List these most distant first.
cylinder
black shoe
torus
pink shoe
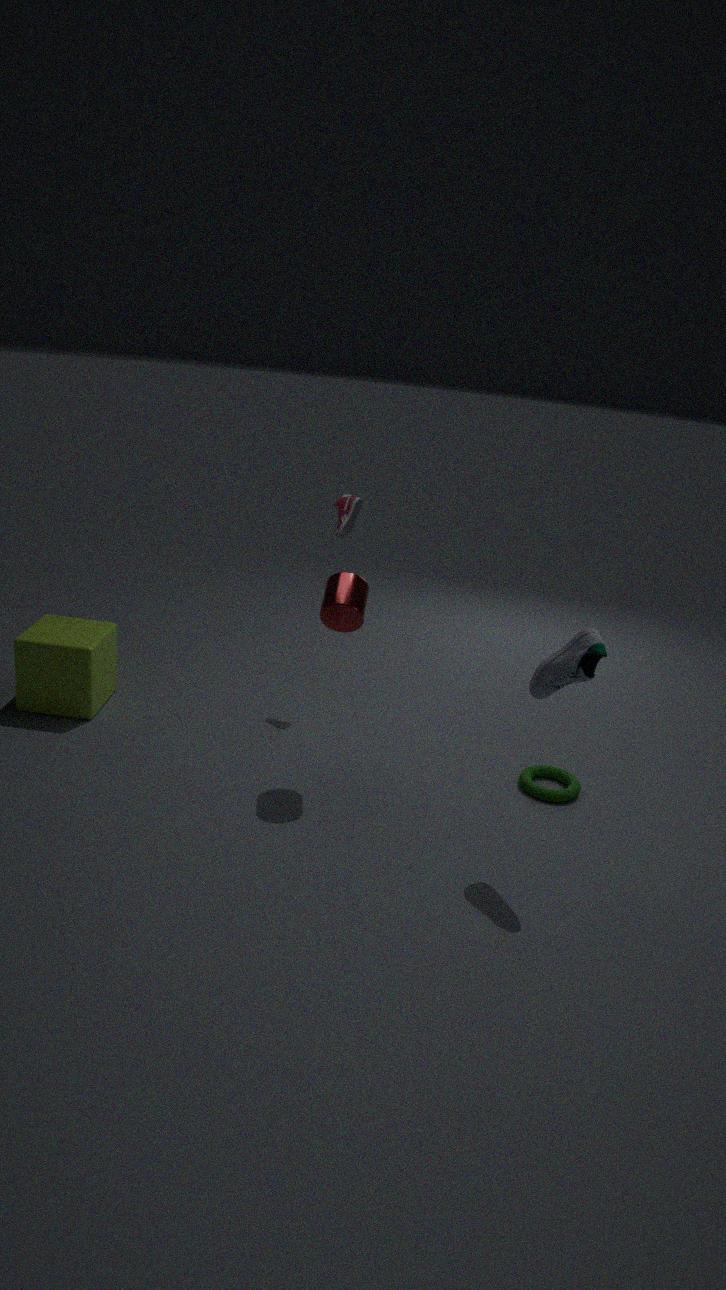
pink shoe, torus, cylinder, black shoe
